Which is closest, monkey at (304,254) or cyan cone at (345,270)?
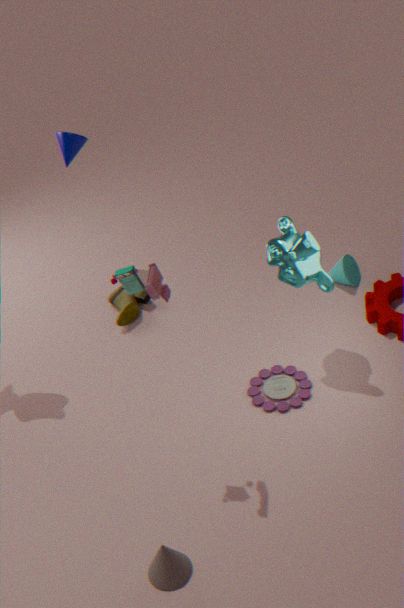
monkey at (304,254)
